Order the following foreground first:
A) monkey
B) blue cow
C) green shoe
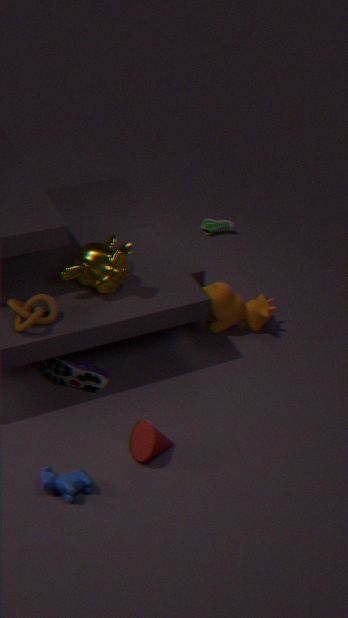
blue cow < monkey < green shoe
